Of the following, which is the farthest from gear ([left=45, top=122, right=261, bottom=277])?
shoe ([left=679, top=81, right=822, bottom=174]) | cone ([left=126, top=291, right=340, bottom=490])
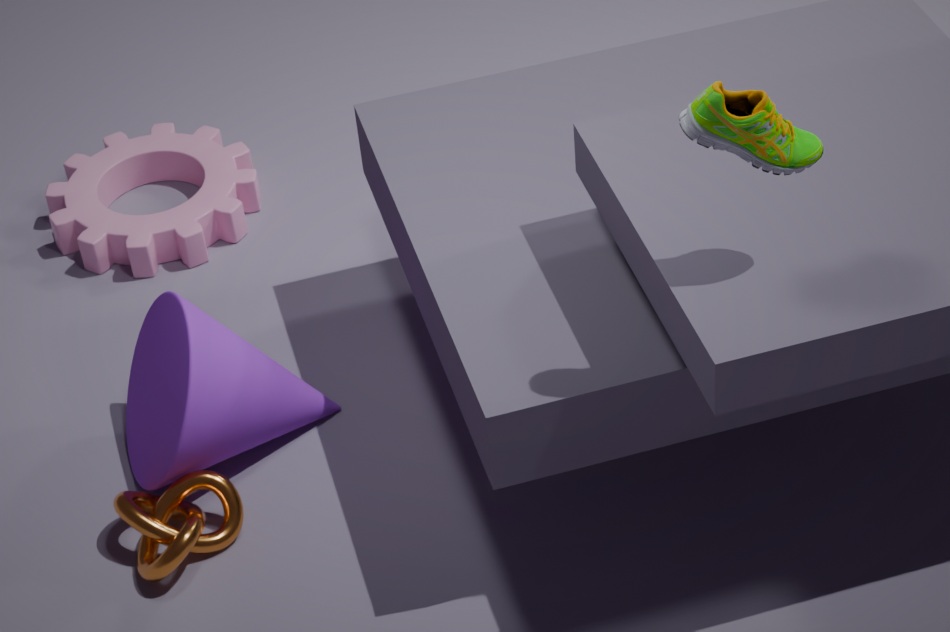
shoe ([left=679, top=81, right=822, bottom=174])
